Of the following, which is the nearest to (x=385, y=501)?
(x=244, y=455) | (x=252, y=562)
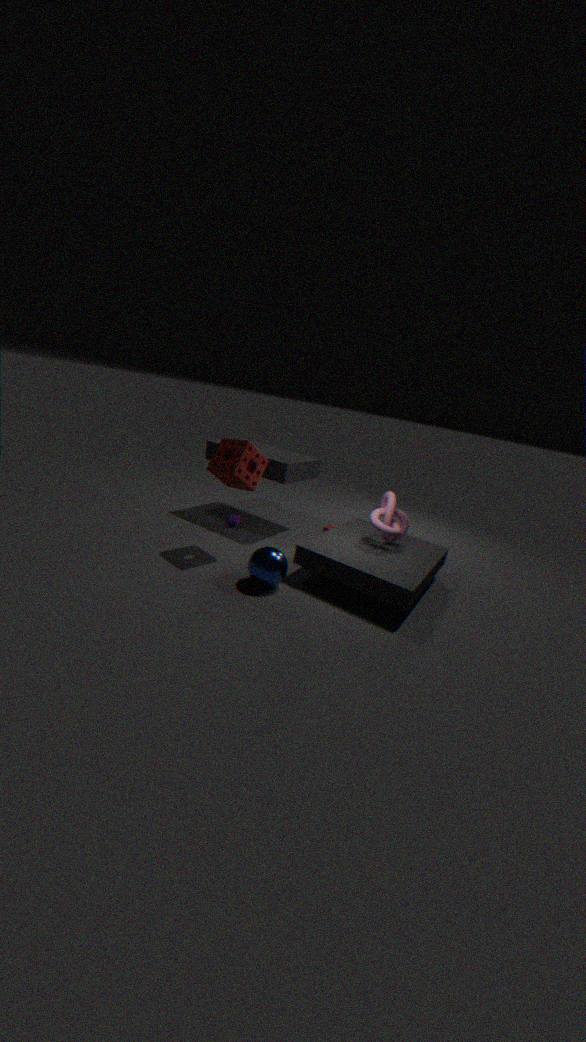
(x=252, y=562)
